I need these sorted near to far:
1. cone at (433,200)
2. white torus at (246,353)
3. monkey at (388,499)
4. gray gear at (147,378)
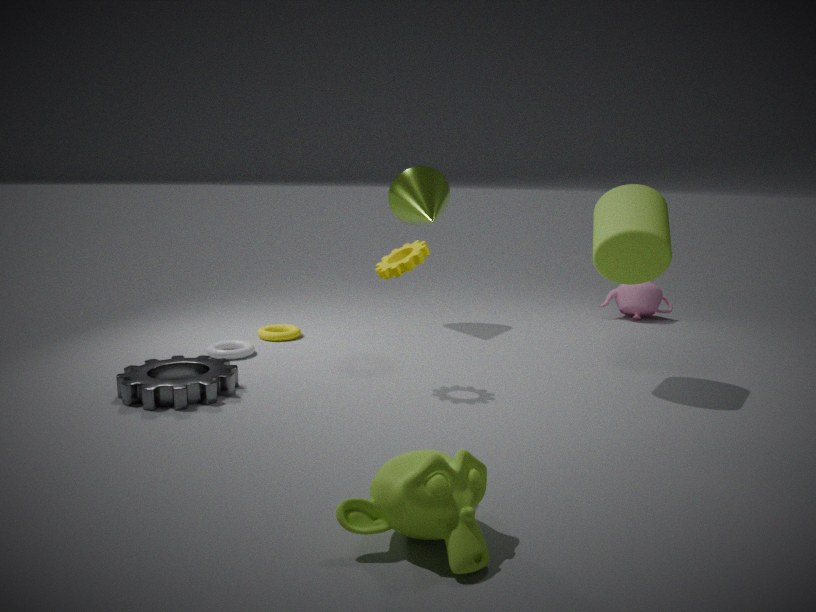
monkey at (388,499) → gray gear at (147,378) → white torus at (246,353) → cone at (433,200)
